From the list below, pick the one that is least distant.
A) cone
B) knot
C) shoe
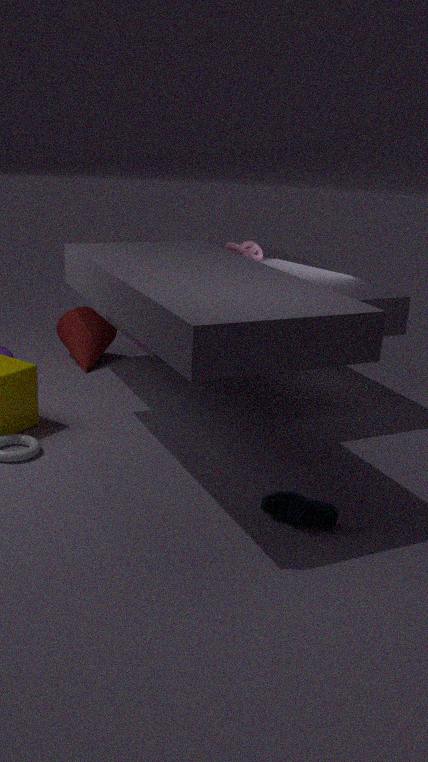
shoe
